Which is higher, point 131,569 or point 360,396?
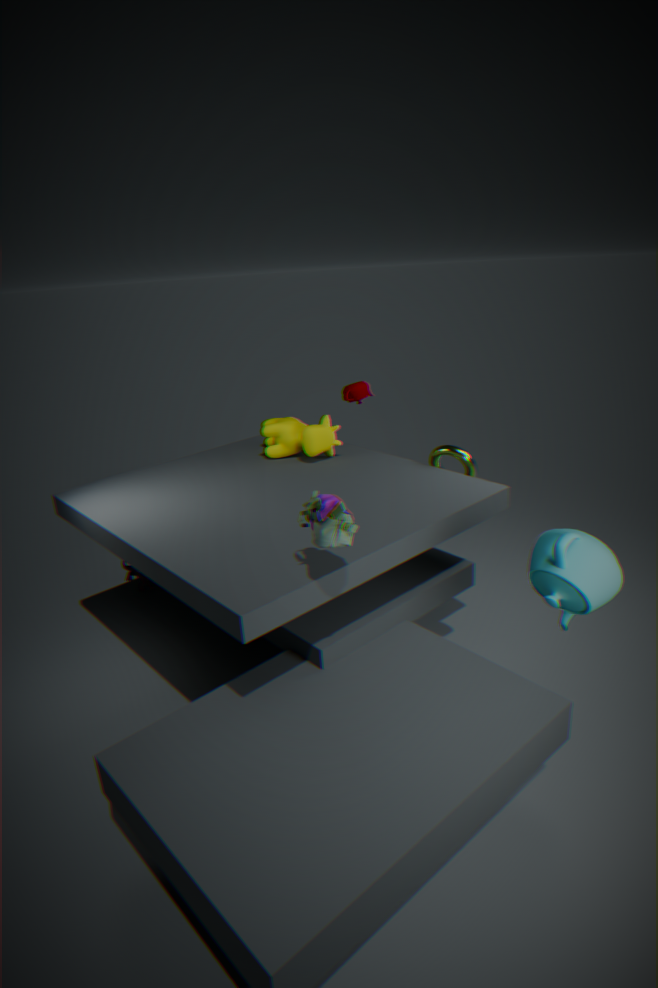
point 360,396
